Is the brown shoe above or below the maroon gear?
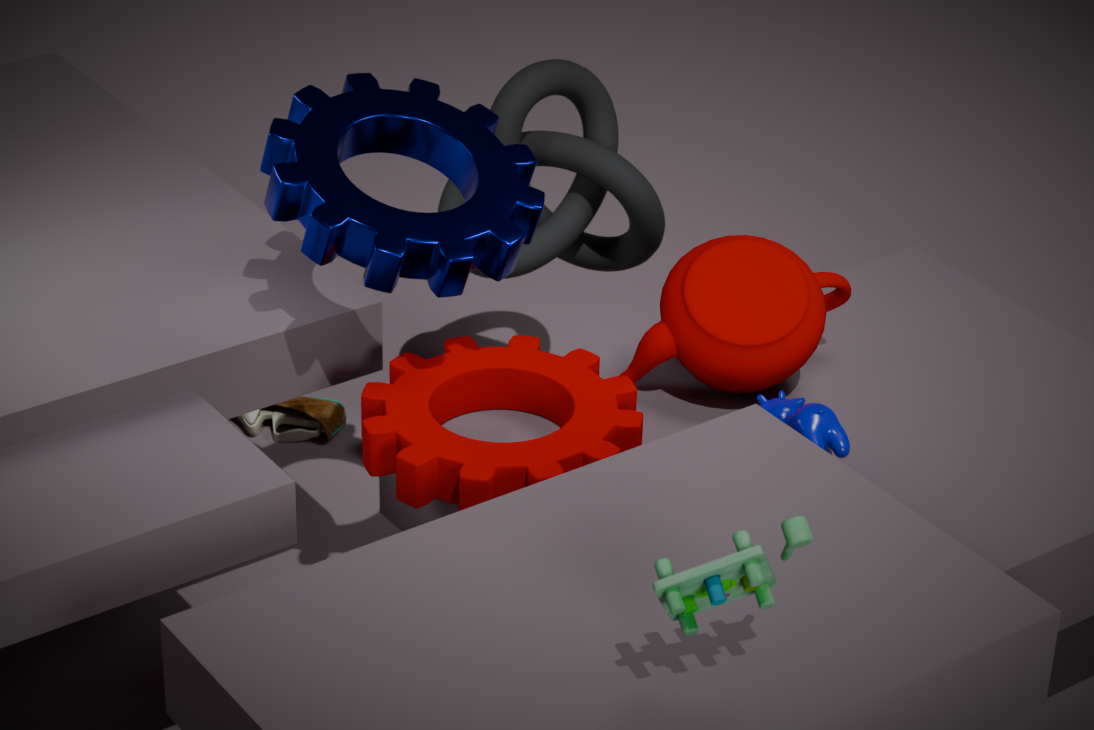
below
